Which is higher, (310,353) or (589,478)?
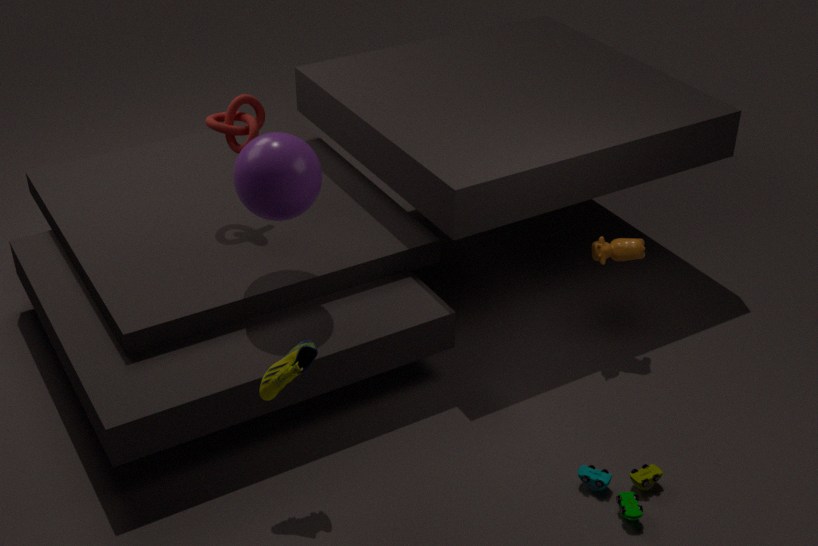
(310,353)
